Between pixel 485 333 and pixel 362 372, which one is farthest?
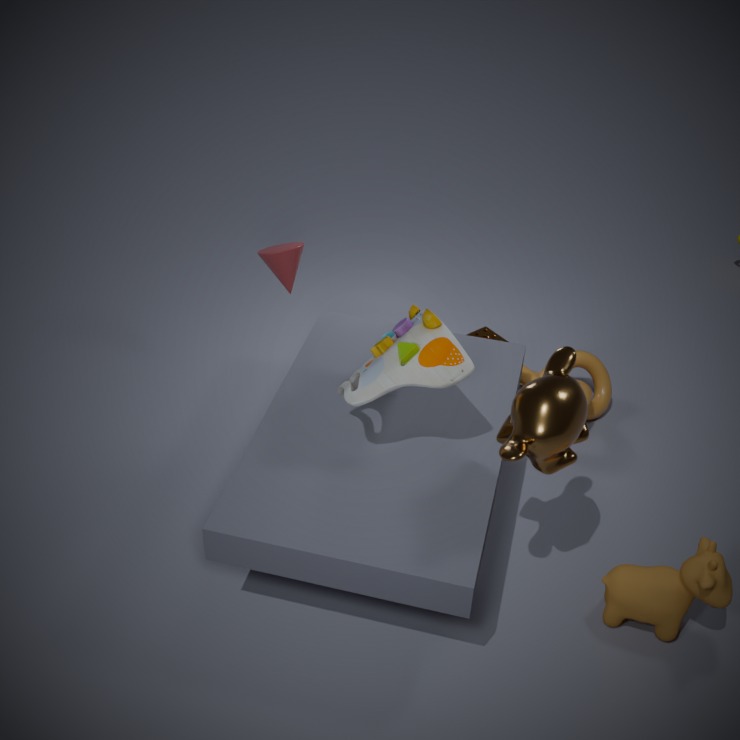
pixel 485 333
